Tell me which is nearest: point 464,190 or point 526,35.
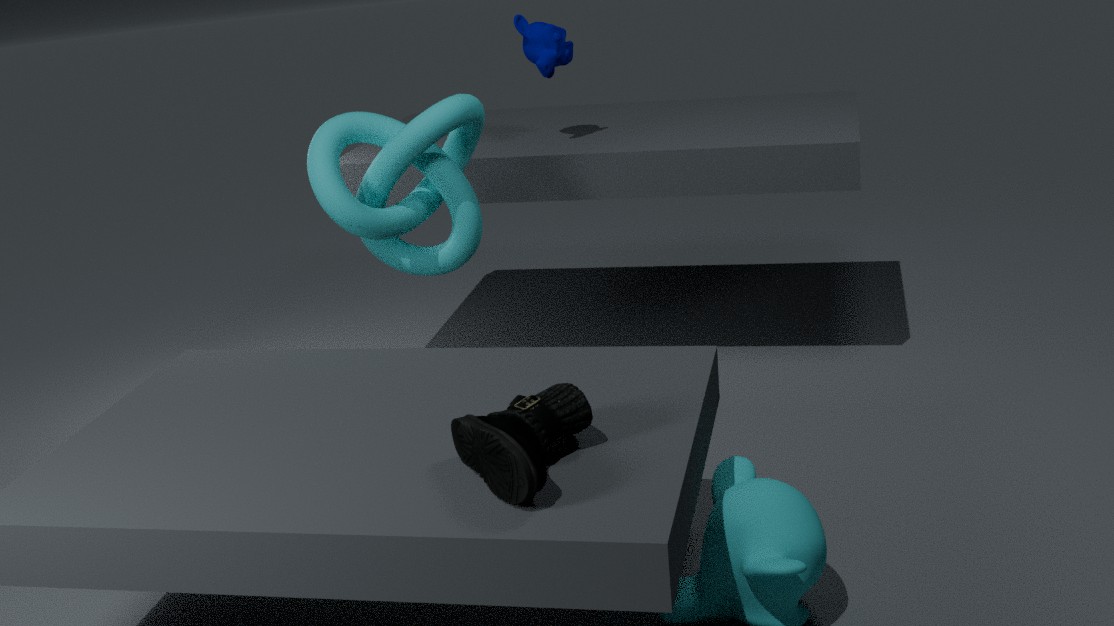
point 464,190
